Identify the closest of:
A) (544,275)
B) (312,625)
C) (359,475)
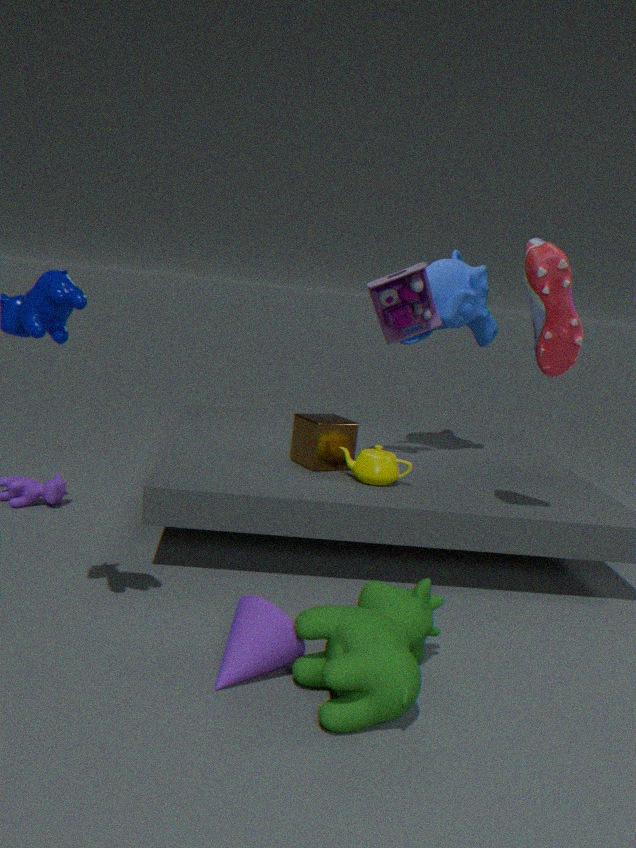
(312,625)
